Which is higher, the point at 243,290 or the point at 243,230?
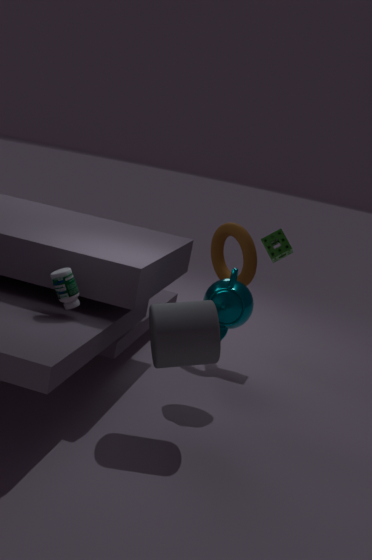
the point at 243,230
